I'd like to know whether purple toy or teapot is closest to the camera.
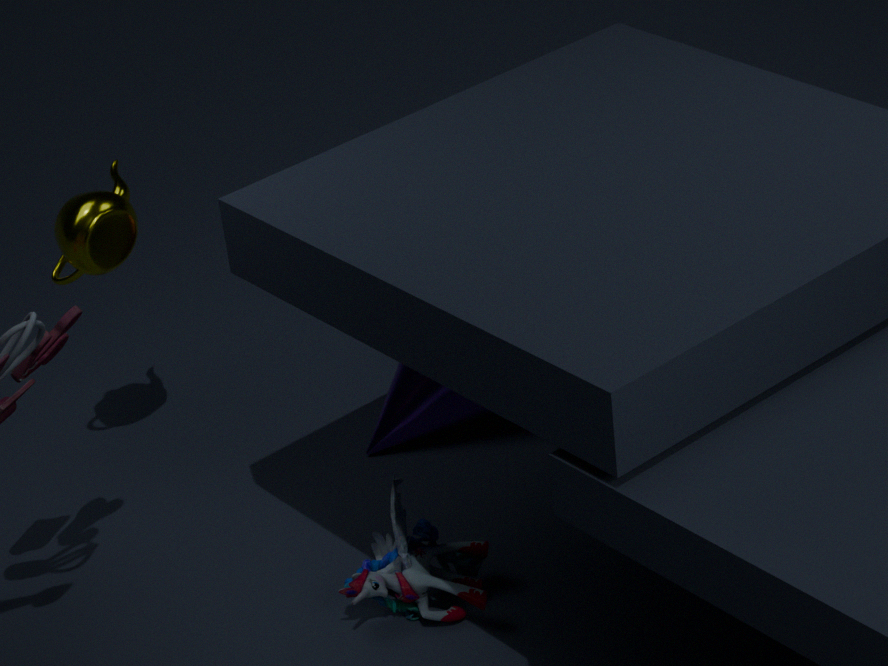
purple toy
